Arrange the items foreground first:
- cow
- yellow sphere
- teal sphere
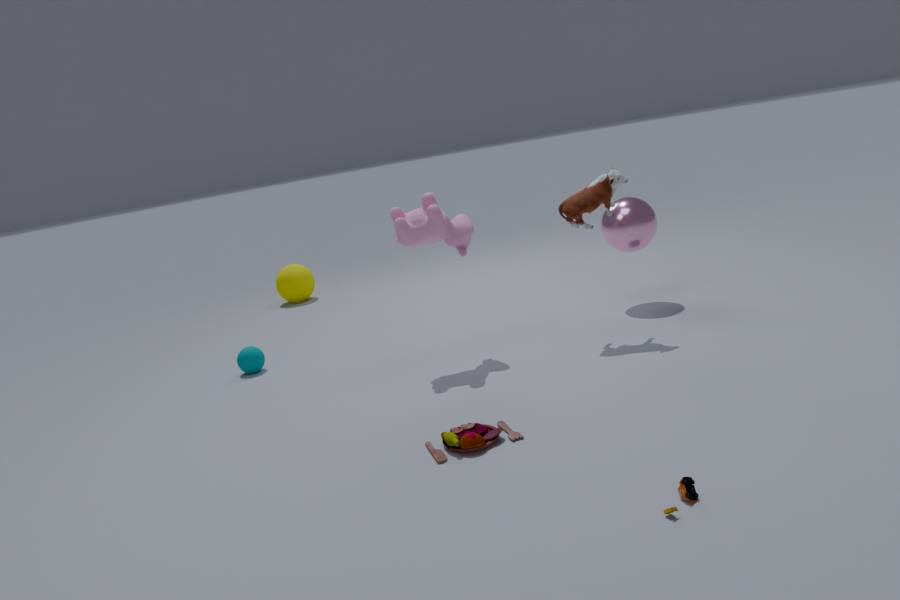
cow → teal sphere → yellow sphere
